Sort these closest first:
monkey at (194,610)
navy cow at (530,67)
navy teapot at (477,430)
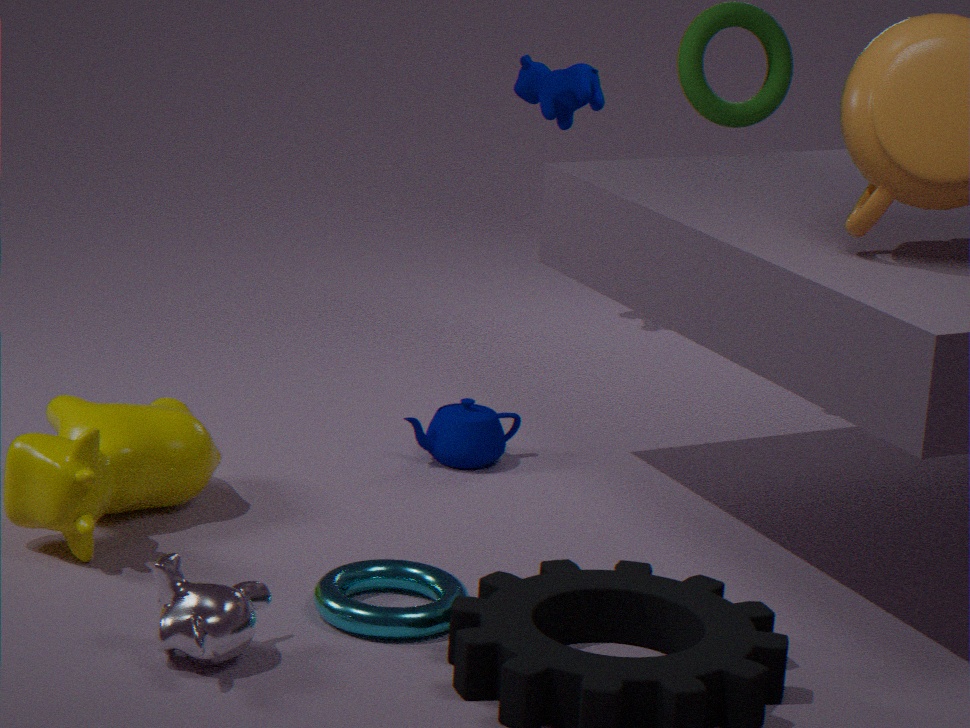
monkey at (194,610) < navy teapot at (477,430) < navy cow at (530,67)
